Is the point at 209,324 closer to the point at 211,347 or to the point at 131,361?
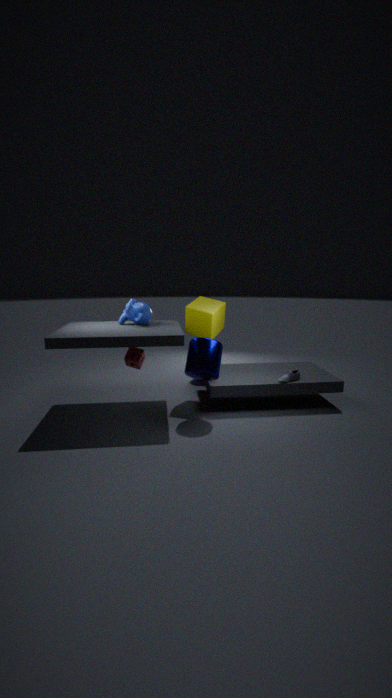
the point at 211,347
